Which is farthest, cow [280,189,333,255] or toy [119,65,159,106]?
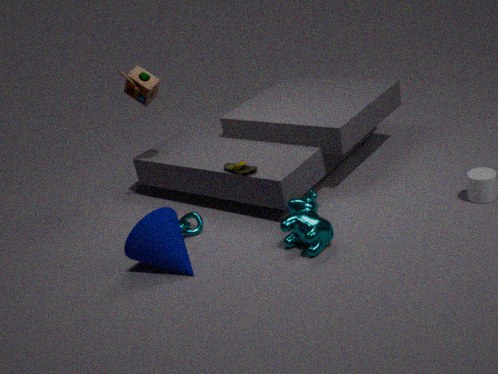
toy [119,65,159,106]
